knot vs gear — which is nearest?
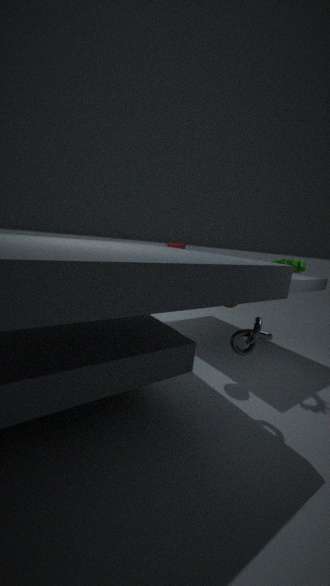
knot
